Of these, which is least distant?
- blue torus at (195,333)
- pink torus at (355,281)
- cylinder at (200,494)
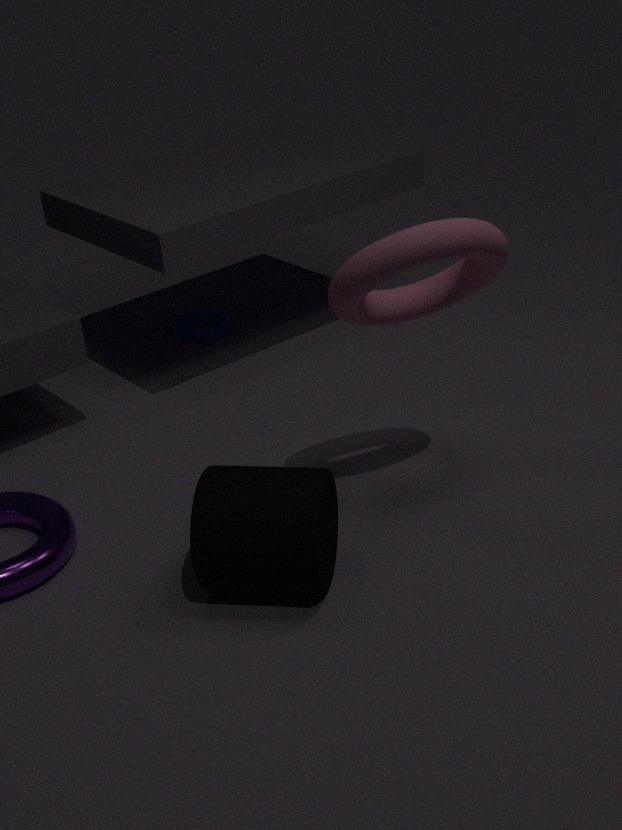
pink torus at (355,281)
